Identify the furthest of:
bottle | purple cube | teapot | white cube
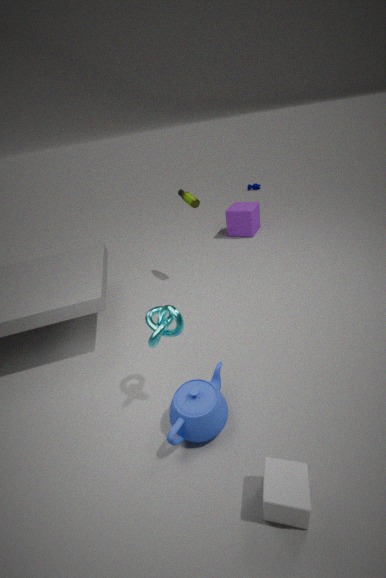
purple cube
